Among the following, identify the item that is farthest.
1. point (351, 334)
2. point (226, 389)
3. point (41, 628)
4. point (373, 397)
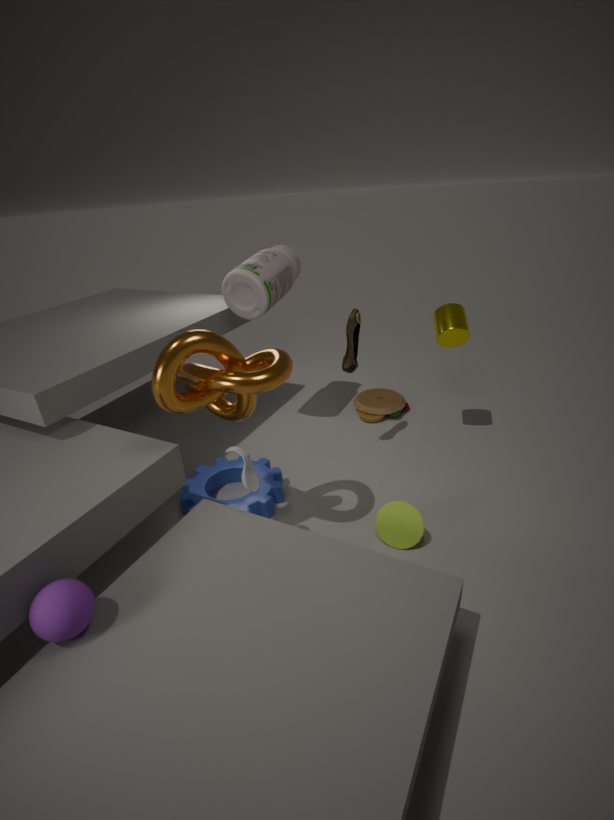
point (373, 397)
